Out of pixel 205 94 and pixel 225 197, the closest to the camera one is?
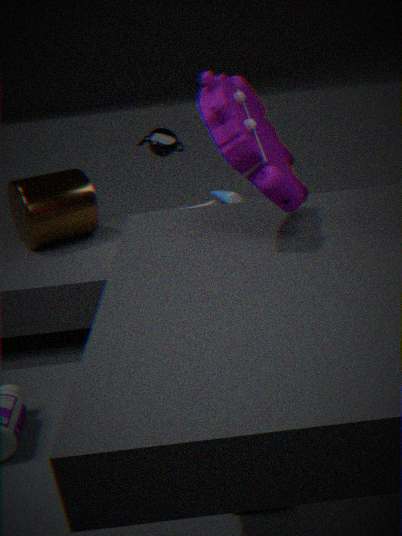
pixel 205 94
